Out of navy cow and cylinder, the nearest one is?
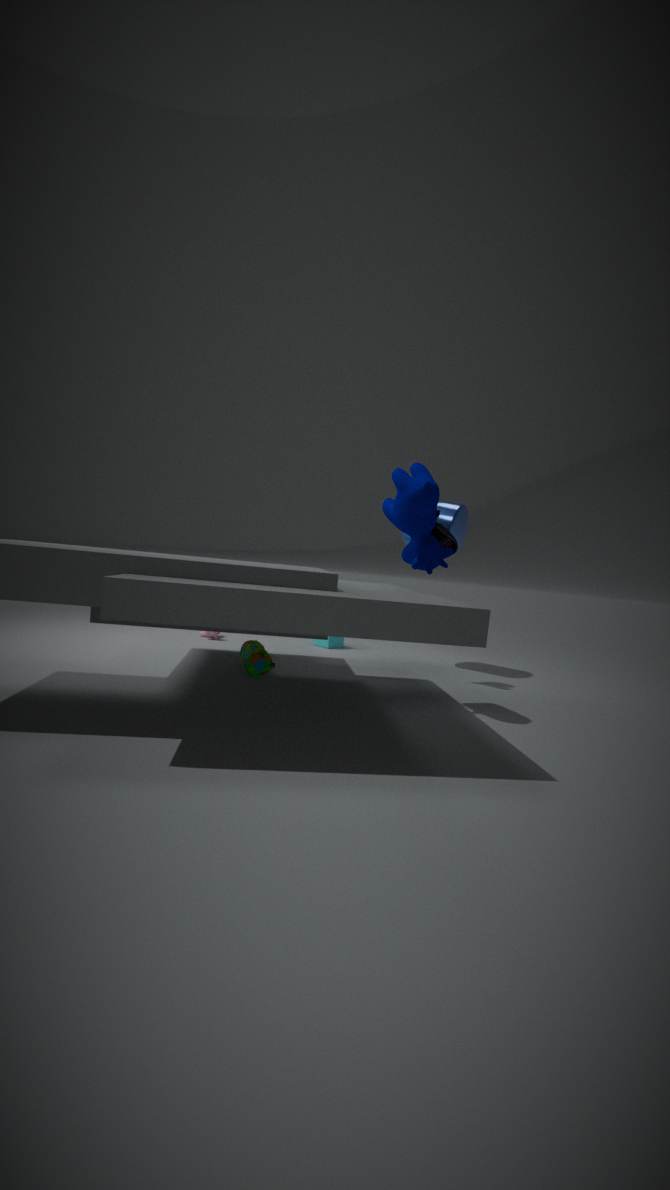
navy cow
